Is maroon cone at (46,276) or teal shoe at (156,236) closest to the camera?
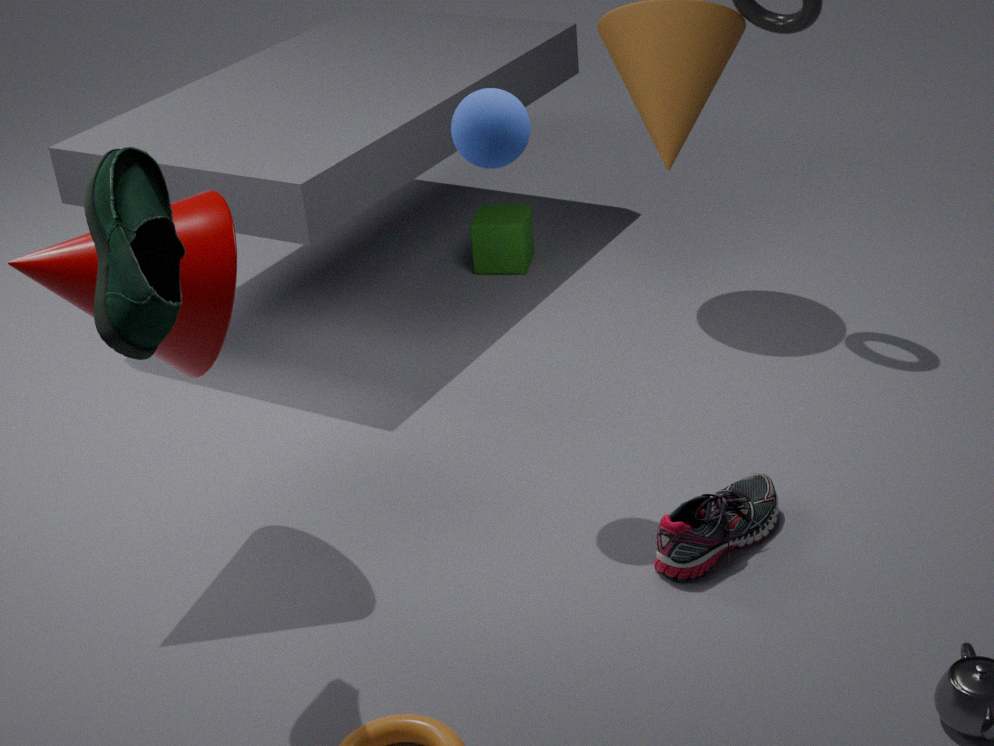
teal shoe at (156,236)
